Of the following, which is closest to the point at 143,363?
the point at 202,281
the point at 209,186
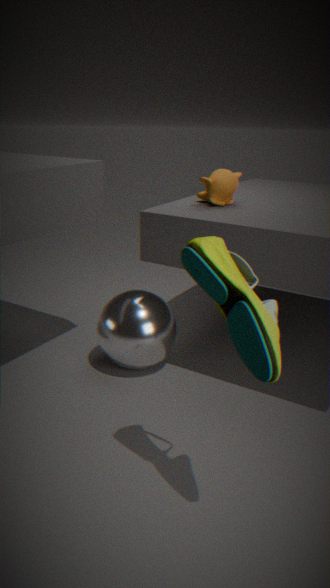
the point at 209,186
